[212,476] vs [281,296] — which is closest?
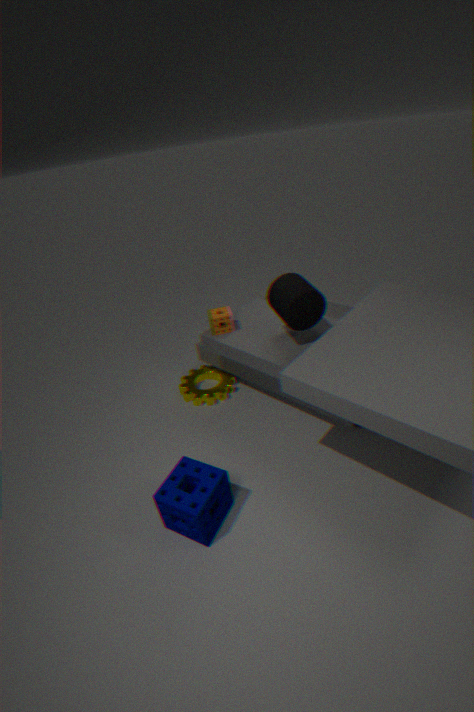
[212,476]
